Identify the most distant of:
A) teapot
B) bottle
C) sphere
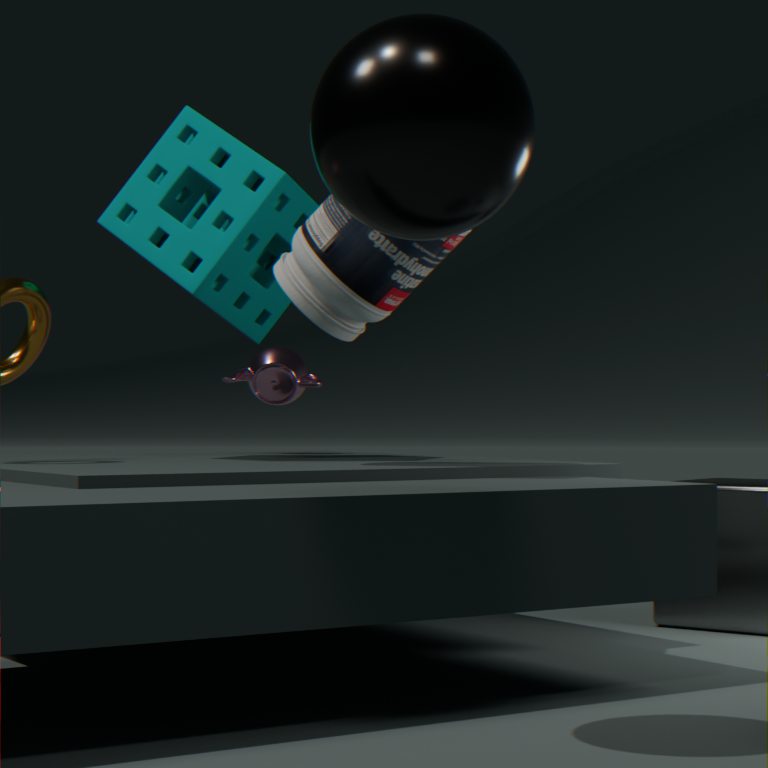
A. teapot
